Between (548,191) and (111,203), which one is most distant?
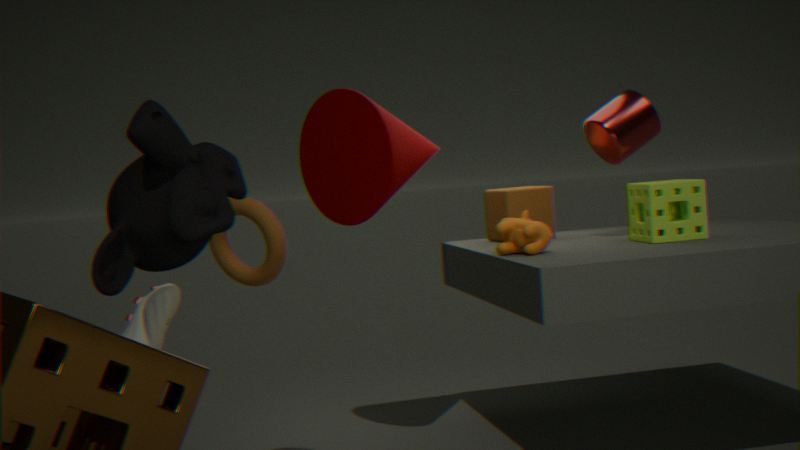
(548,191)
